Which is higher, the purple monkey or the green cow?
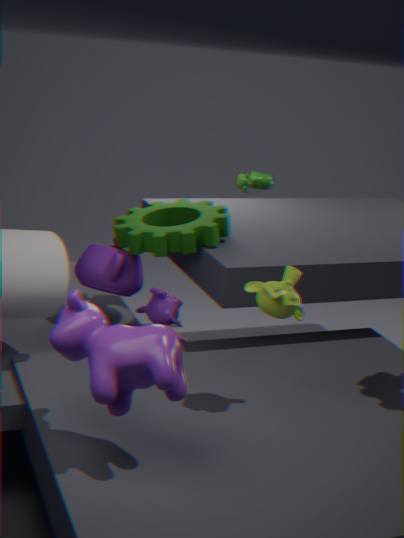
the green cow
